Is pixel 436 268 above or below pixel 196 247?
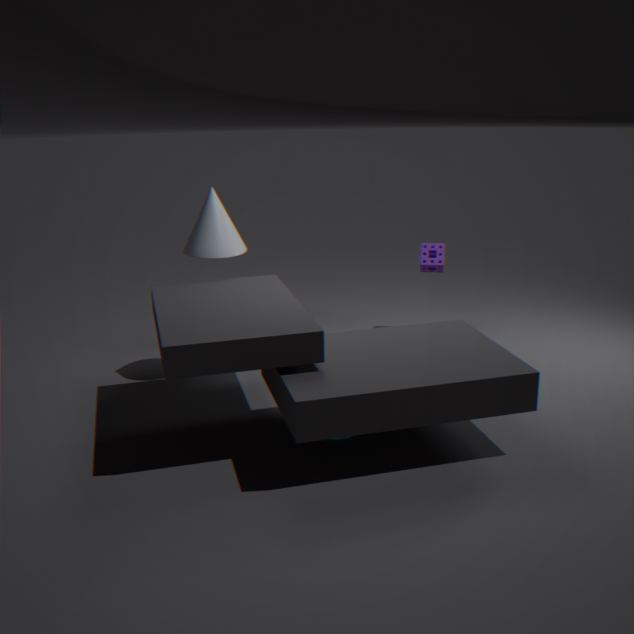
below
